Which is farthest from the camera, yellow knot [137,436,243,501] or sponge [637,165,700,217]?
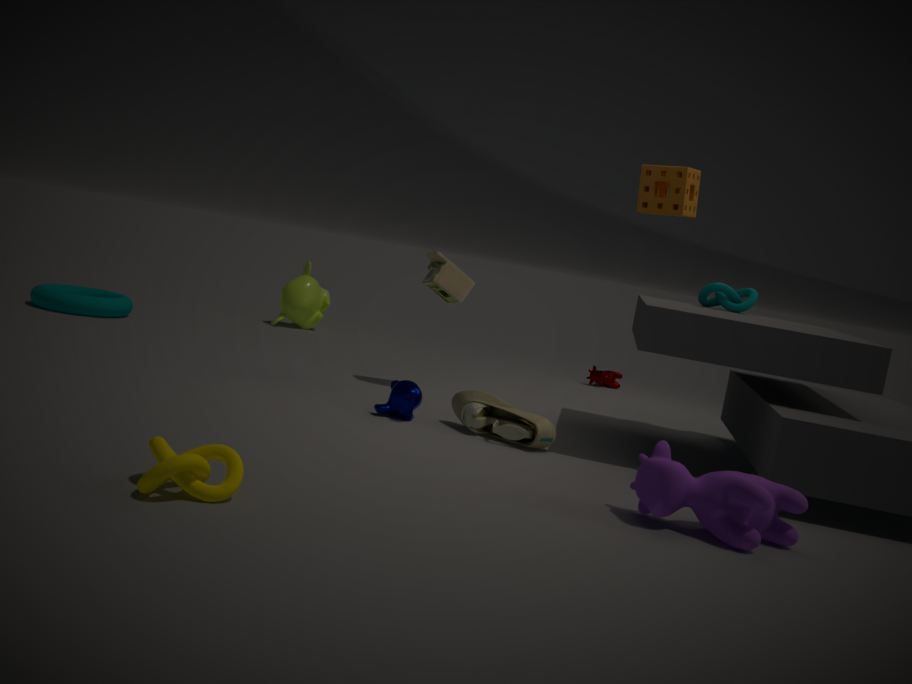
sponge [637,165,700,217]
